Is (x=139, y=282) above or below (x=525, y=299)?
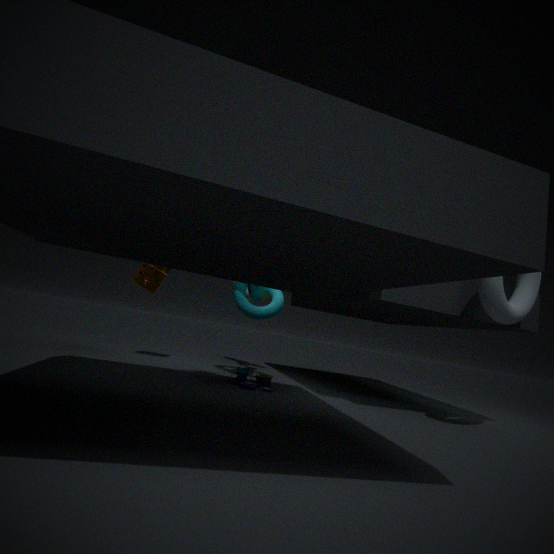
below
